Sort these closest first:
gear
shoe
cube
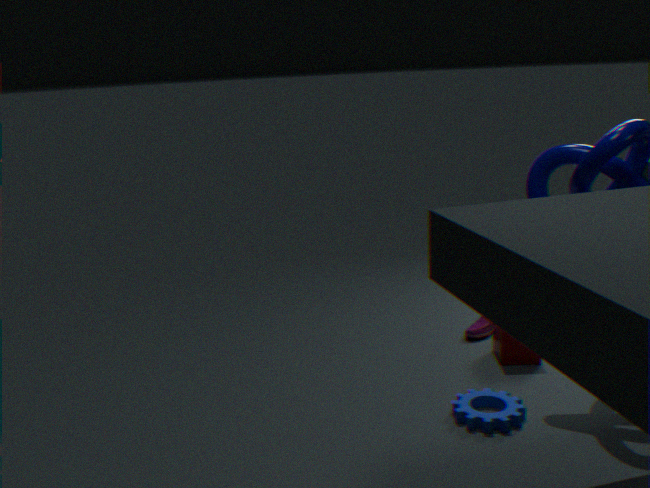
gear < cube < shoe
